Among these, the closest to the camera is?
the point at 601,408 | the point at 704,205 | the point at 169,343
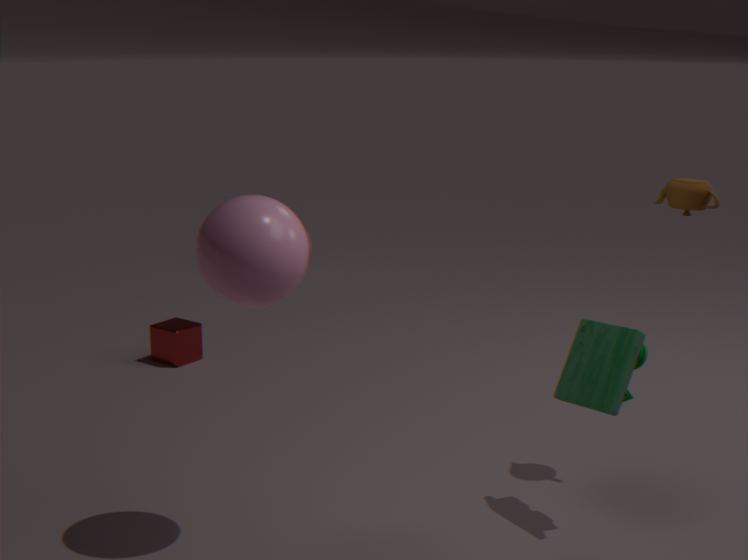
the point at 601,408
